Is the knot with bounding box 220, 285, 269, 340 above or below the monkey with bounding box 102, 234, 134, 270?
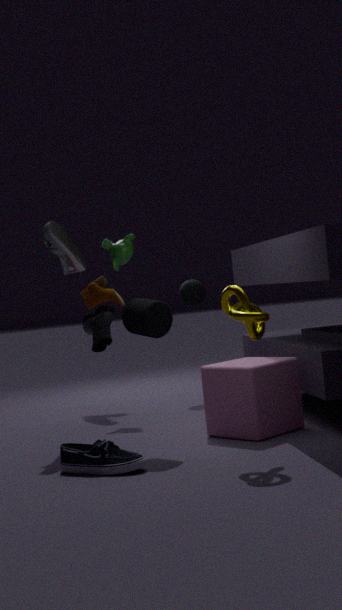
below
